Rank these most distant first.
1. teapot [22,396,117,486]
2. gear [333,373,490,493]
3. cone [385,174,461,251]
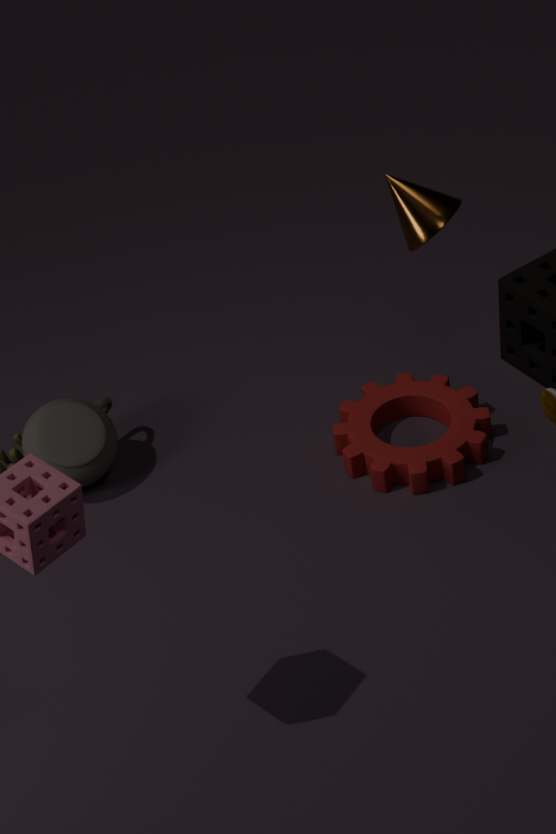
teapot [22,396,117,486]
gear [333,373,490,493]
cone [385,174,461,251]
